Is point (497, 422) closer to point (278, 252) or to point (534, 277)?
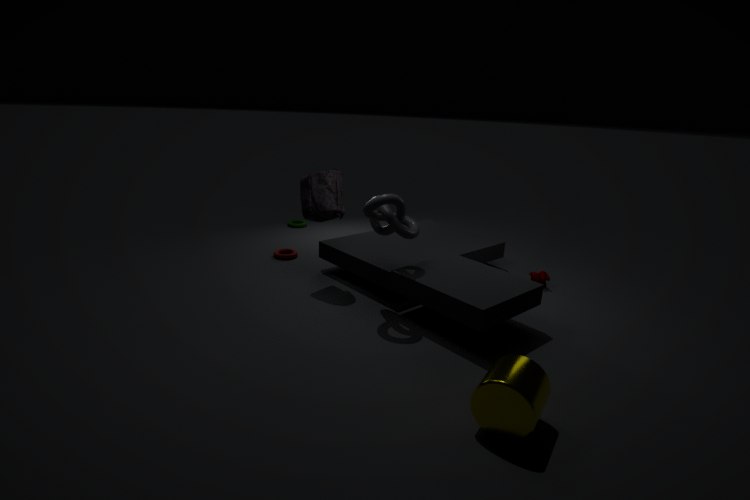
point (534, 277)
